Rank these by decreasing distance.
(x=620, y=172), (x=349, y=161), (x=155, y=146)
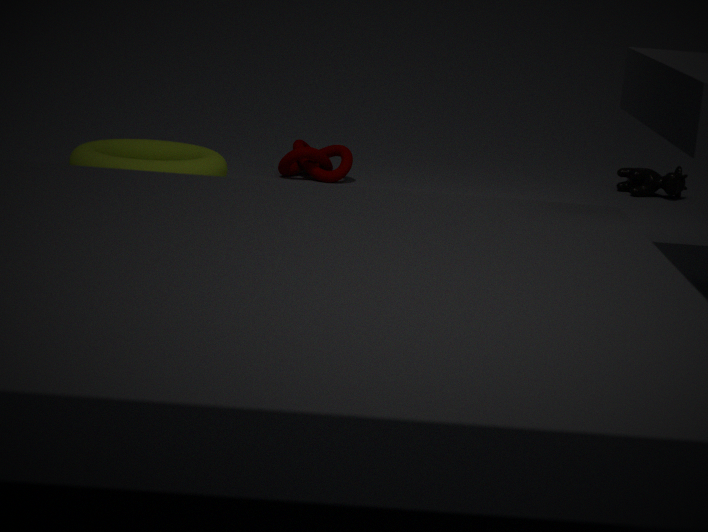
(x=620, y=172) < (x=349, y=161) < (x=155, y=146)
